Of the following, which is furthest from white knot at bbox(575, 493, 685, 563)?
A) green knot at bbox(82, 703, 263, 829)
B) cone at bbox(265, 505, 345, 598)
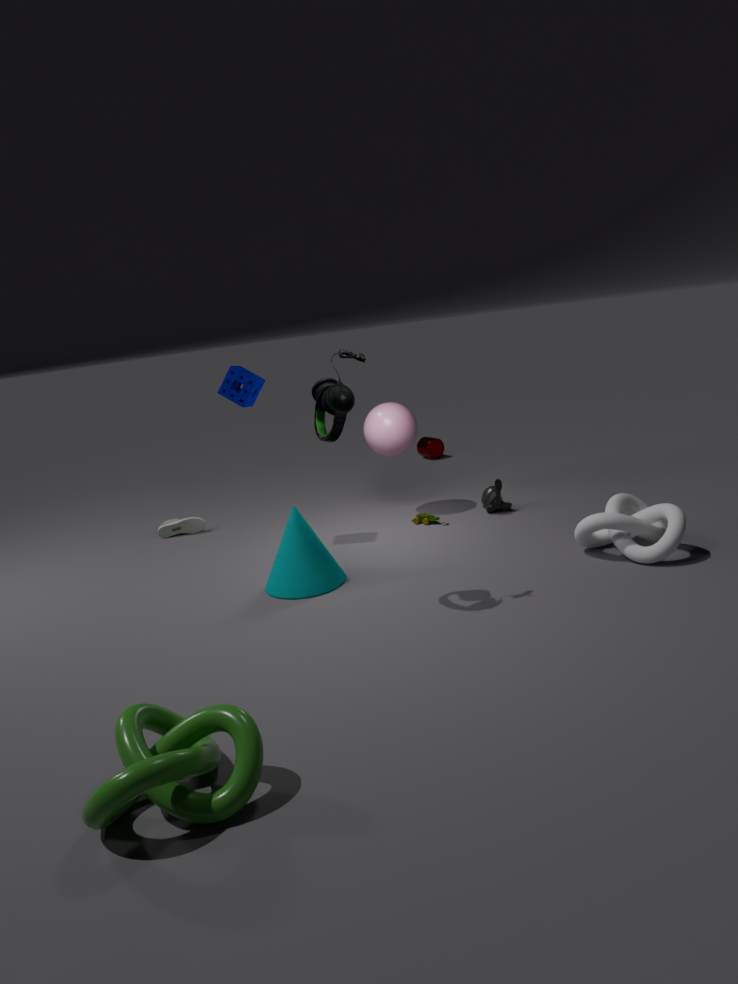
green knot at bbox(82, 703, 263, 829)
